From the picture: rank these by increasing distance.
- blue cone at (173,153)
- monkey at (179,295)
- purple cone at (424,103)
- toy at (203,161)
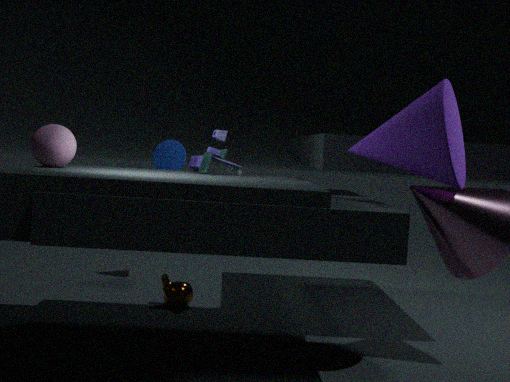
1. purple cone at (424,103)
2. toy at (203,161)
3. monkey at (179,295)
4. blue cone at (173,153)
